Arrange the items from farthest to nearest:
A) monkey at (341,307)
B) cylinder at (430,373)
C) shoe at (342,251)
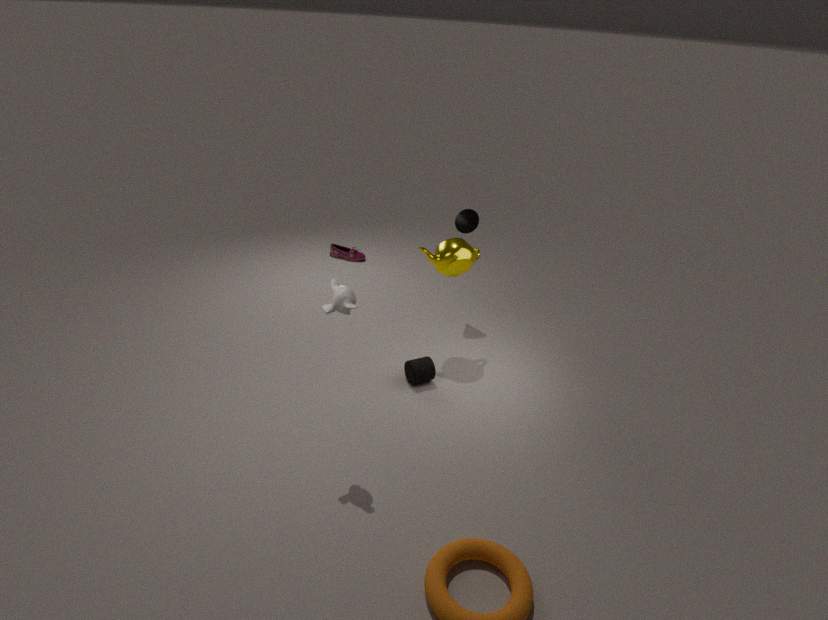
shoe at (342,251)
cylinder at (430,373)
monkey at (341,307)
